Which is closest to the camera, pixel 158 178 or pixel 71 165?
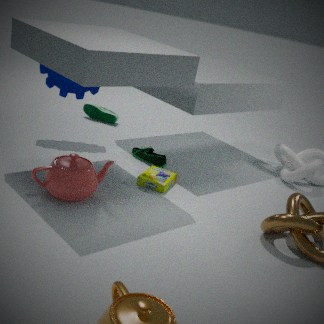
pixel 71 165
